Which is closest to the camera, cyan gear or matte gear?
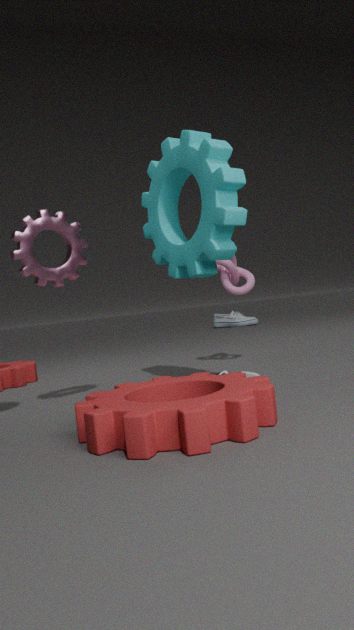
matte gear
